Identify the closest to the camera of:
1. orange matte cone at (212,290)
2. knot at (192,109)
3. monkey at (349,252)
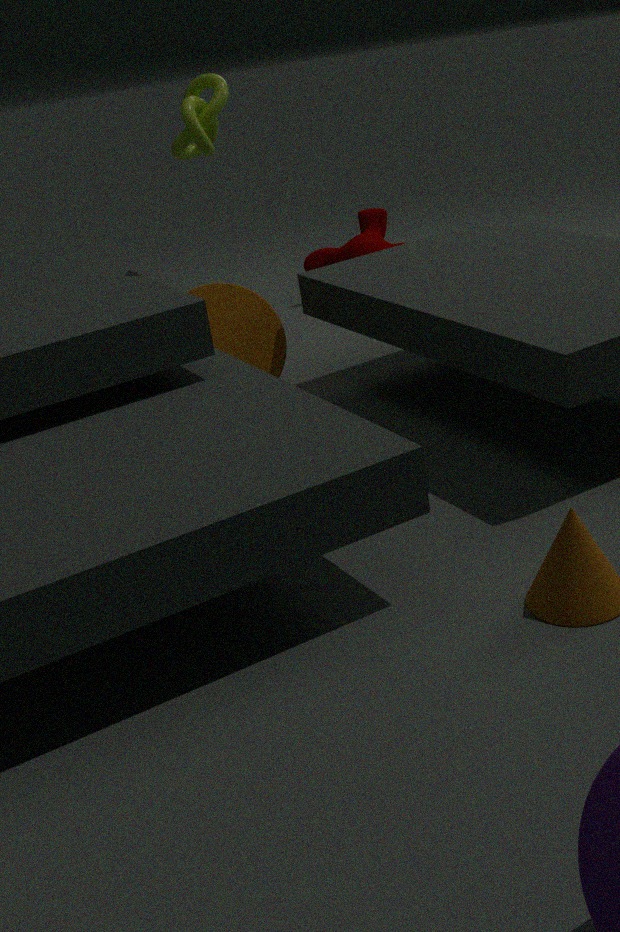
knot at (192,109)
